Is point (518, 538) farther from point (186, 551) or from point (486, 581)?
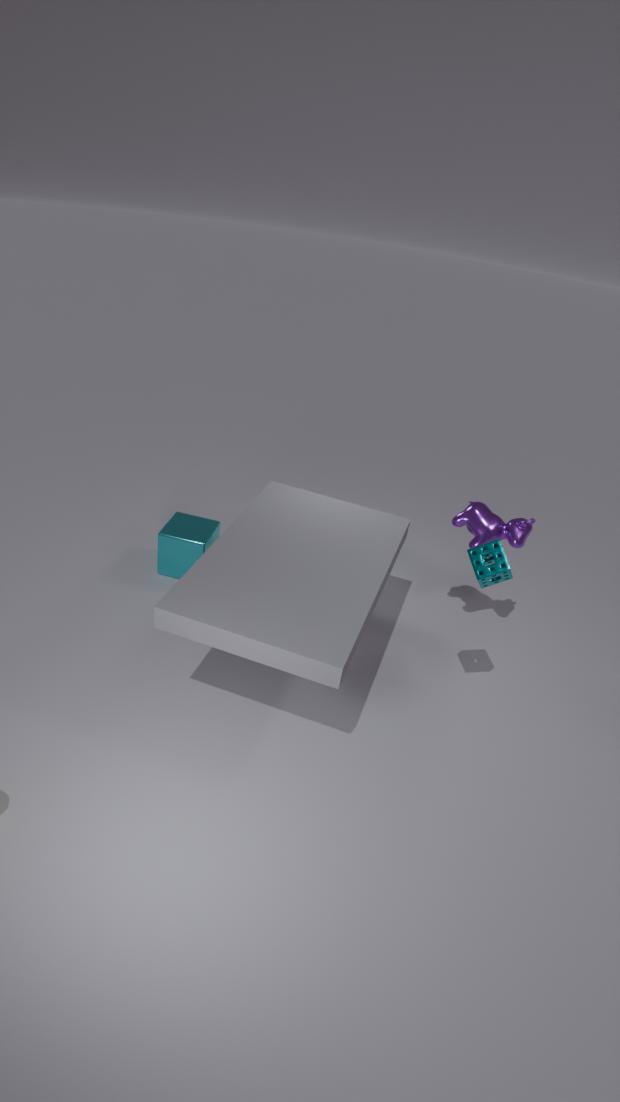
point (186, 551)
